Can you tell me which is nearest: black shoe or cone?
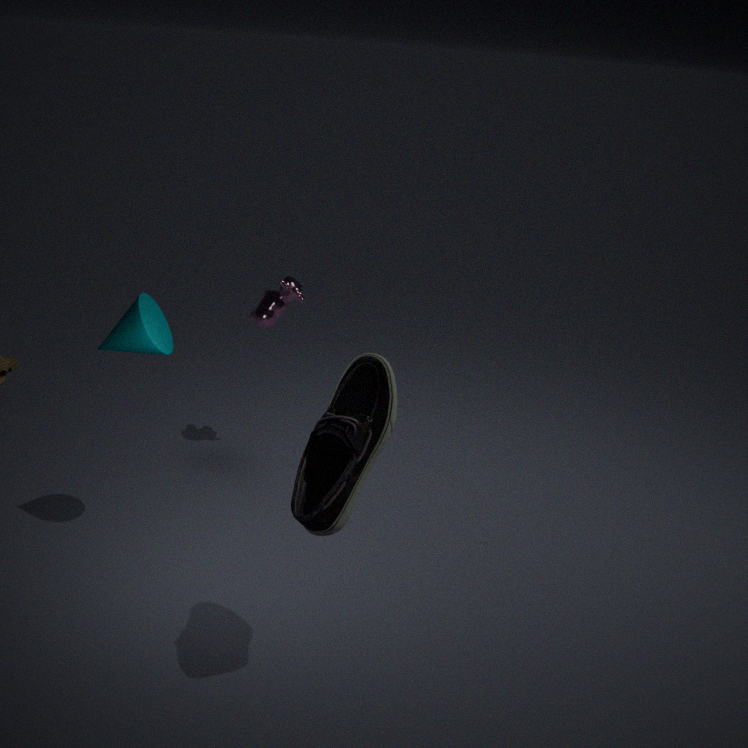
black shoe
